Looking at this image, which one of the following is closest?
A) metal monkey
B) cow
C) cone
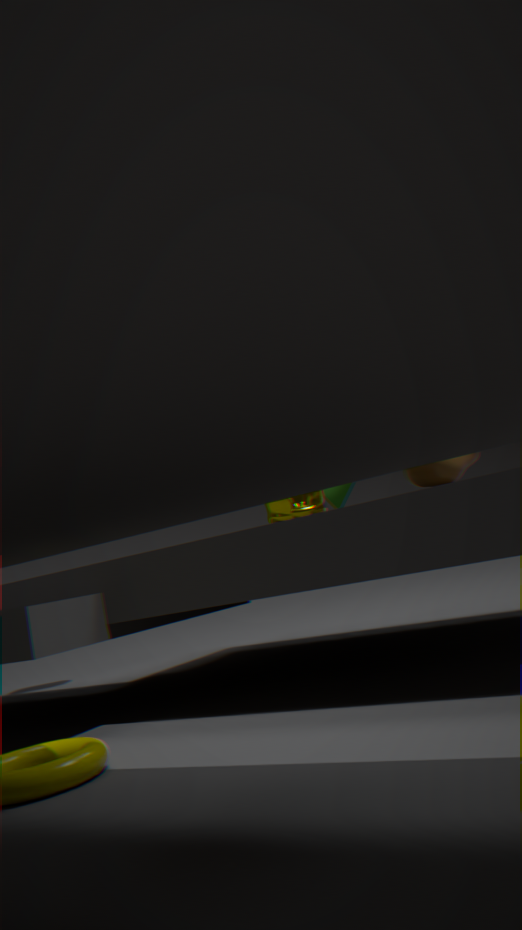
cow
